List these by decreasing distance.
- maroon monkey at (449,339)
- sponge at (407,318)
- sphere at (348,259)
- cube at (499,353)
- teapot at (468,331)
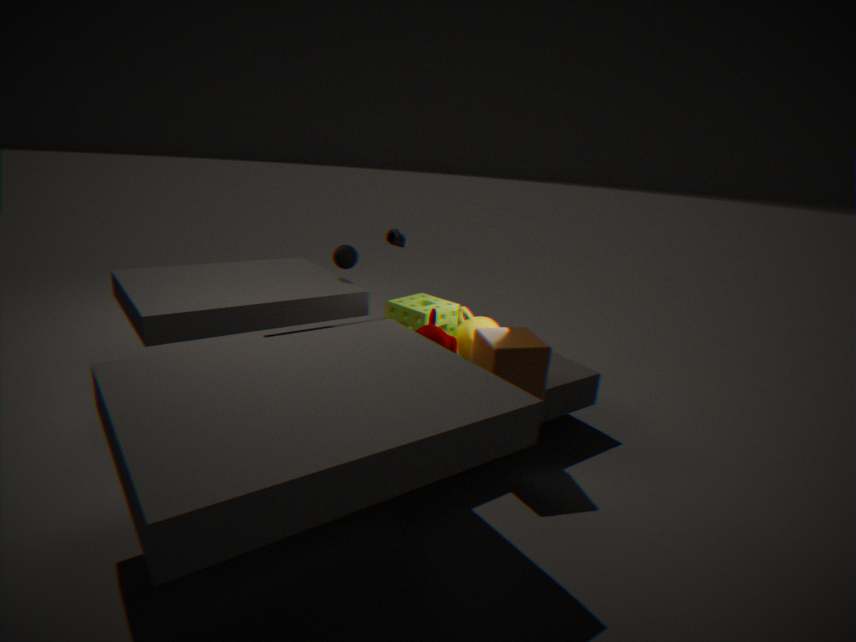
1. sphere at (348,259)
2. sponge at (407,318)
3. teapot at (468,331)
4. maroon monkey at (449,339)
5. cube at (499,353)
